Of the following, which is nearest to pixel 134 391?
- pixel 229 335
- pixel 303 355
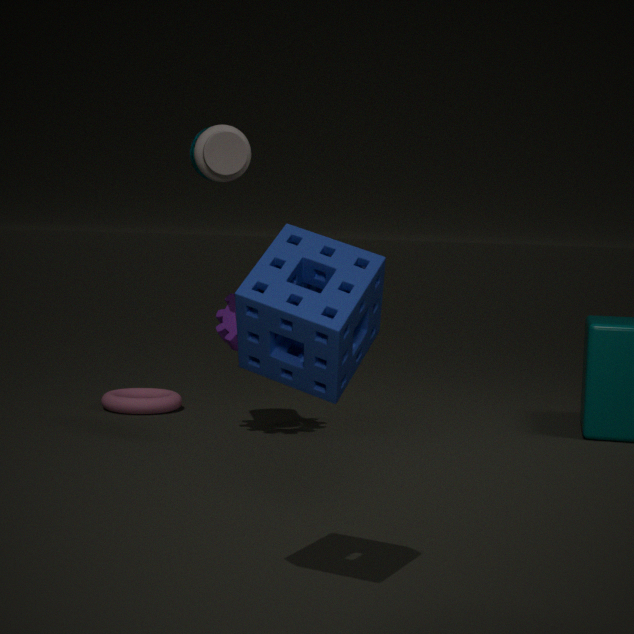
pixel 229 335
